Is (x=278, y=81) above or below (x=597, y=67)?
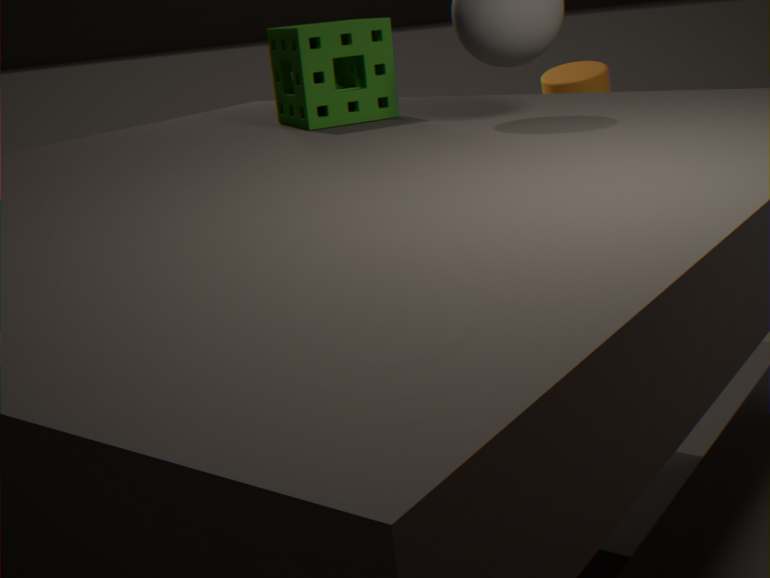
above
